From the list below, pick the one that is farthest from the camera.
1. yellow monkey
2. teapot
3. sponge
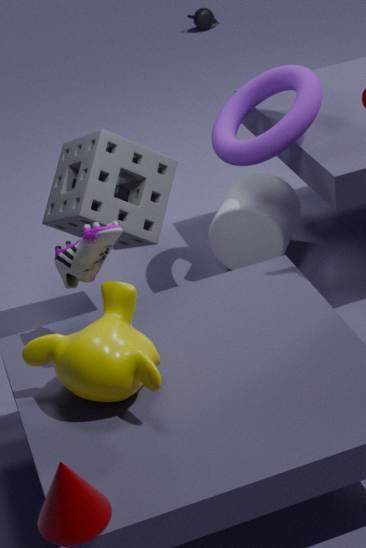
teapot
